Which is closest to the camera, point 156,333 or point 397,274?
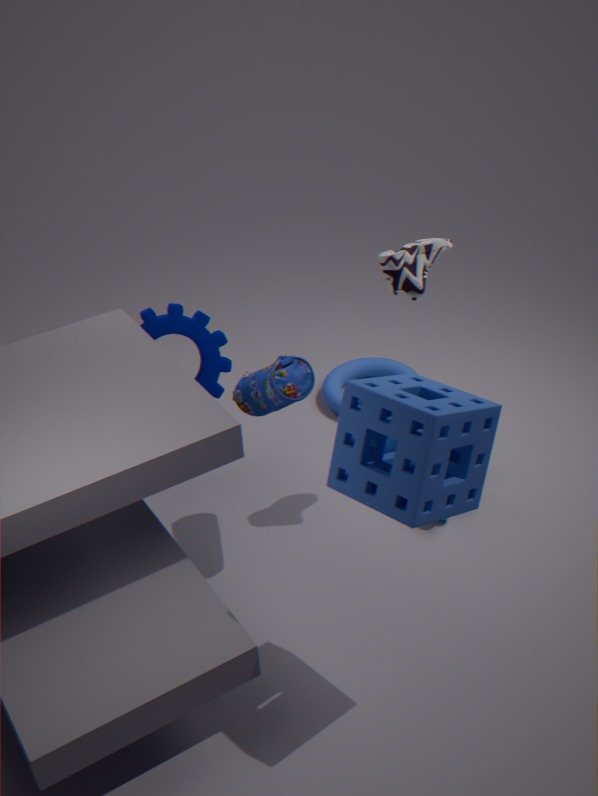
point 397,274
